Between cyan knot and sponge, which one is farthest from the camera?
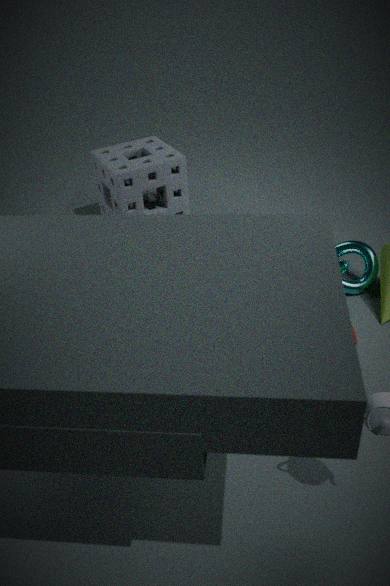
cyan knot
